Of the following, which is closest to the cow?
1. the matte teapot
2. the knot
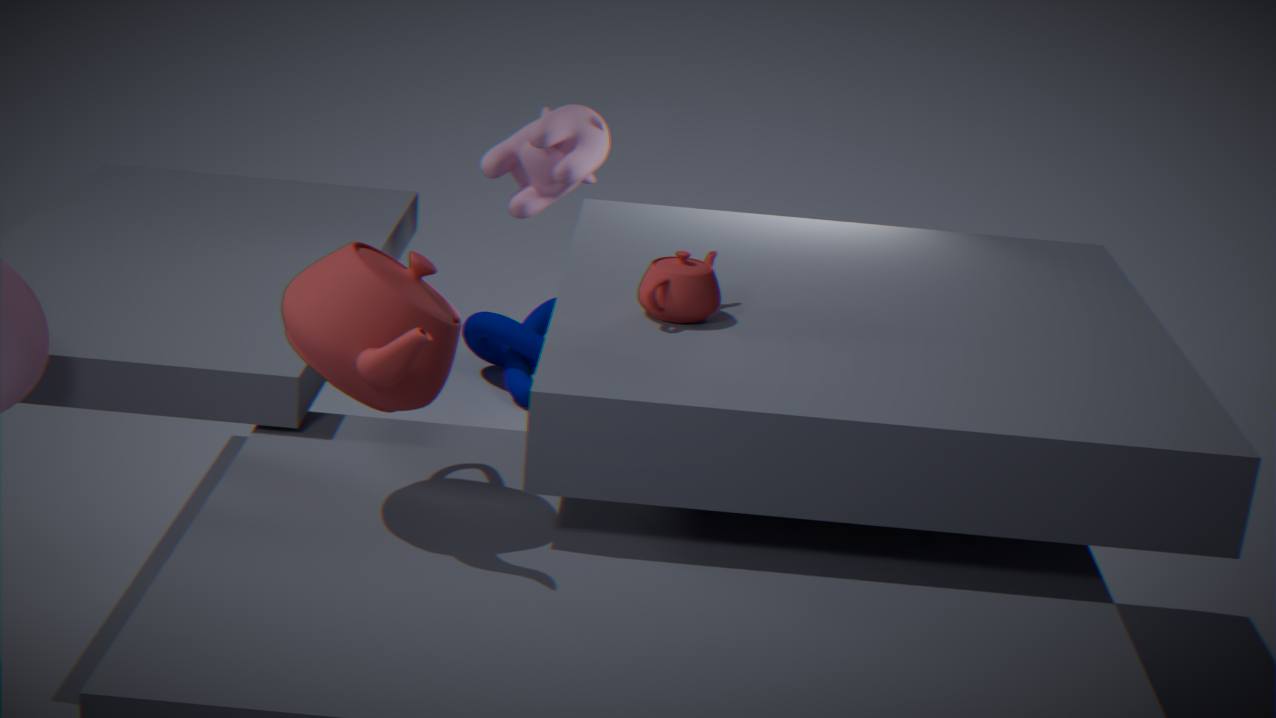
the knot
